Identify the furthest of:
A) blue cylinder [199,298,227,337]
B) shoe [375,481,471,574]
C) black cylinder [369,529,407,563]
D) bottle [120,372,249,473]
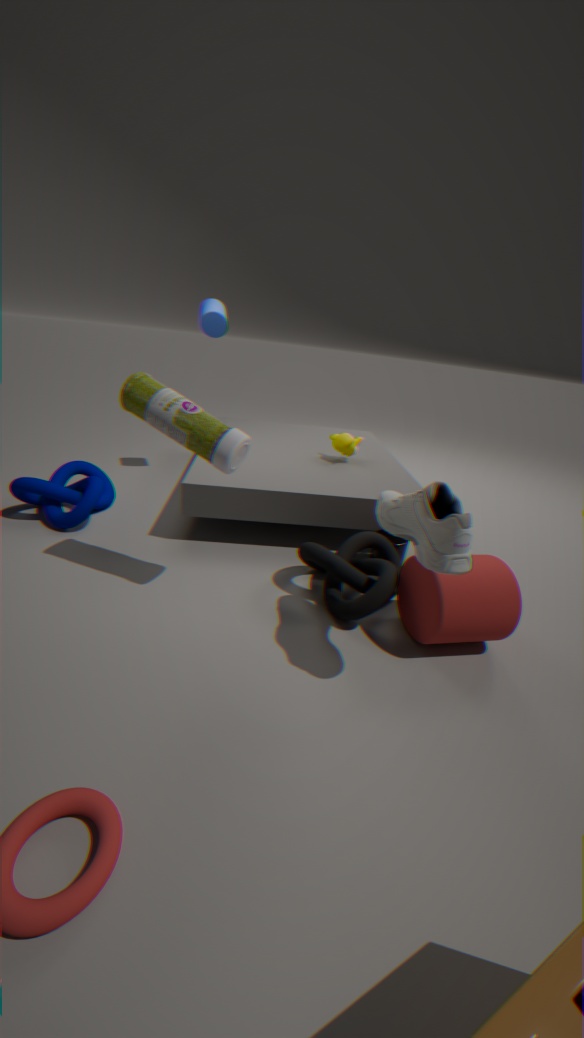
blue cylinder [199,298,227,337]
